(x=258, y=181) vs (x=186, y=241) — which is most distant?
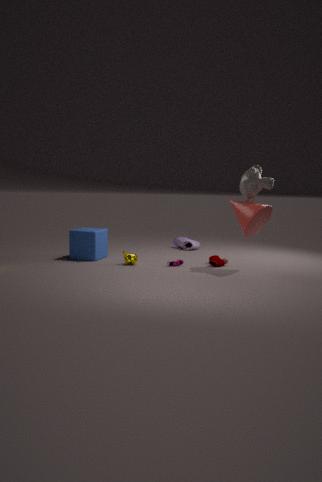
(x=186, y=241)
